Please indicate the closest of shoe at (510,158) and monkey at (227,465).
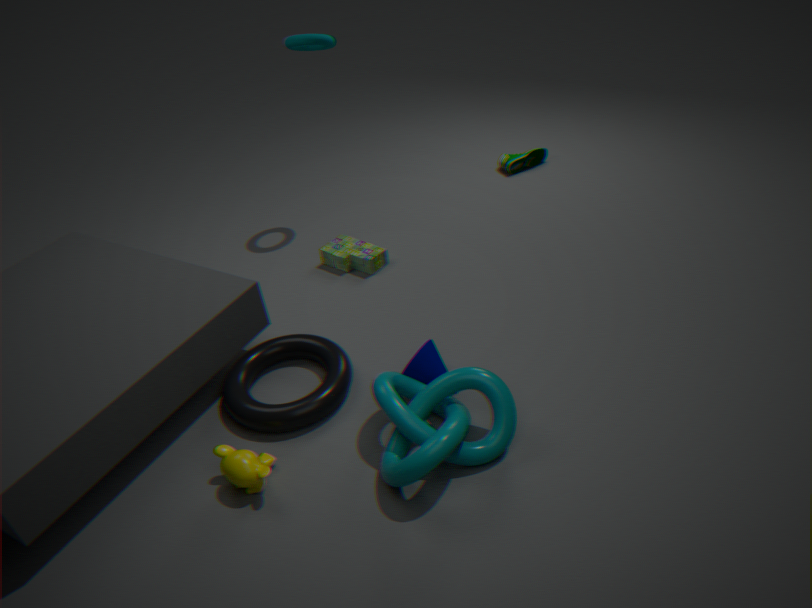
monkey at (227,465)
